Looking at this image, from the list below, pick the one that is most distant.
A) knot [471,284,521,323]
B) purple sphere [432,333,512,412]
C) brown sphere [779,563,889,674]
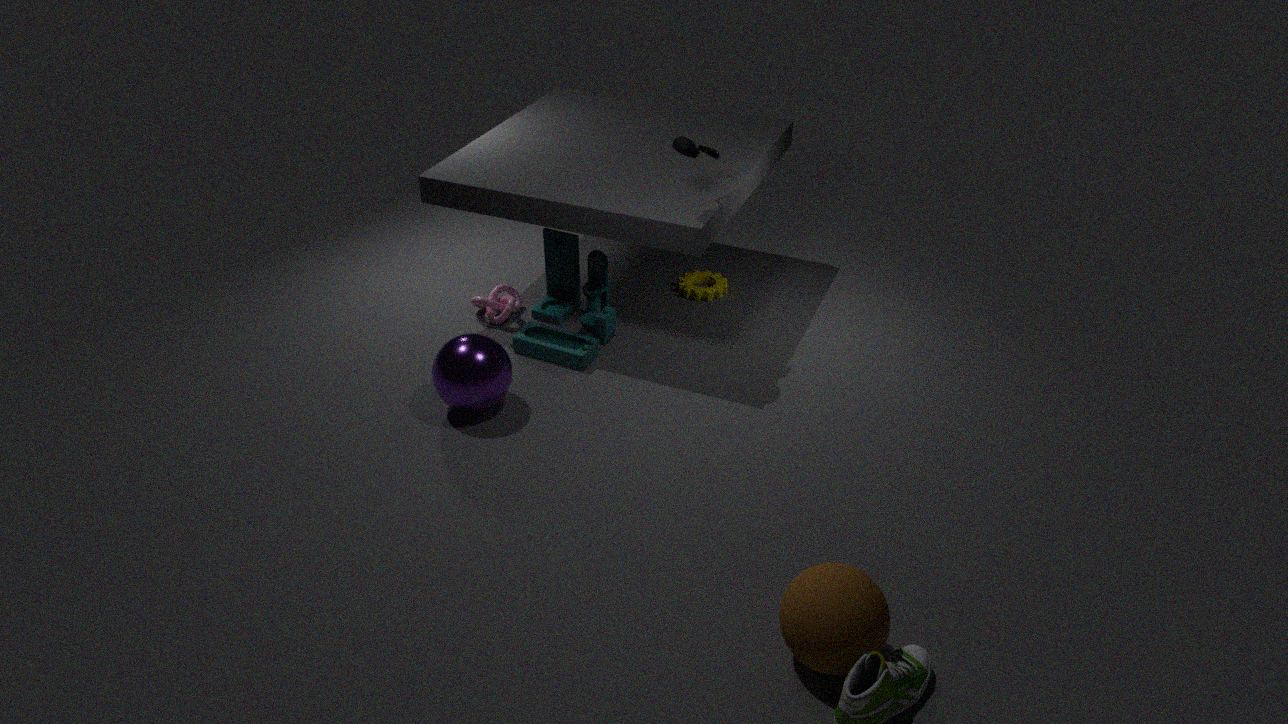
knot [471,284,521,323]
